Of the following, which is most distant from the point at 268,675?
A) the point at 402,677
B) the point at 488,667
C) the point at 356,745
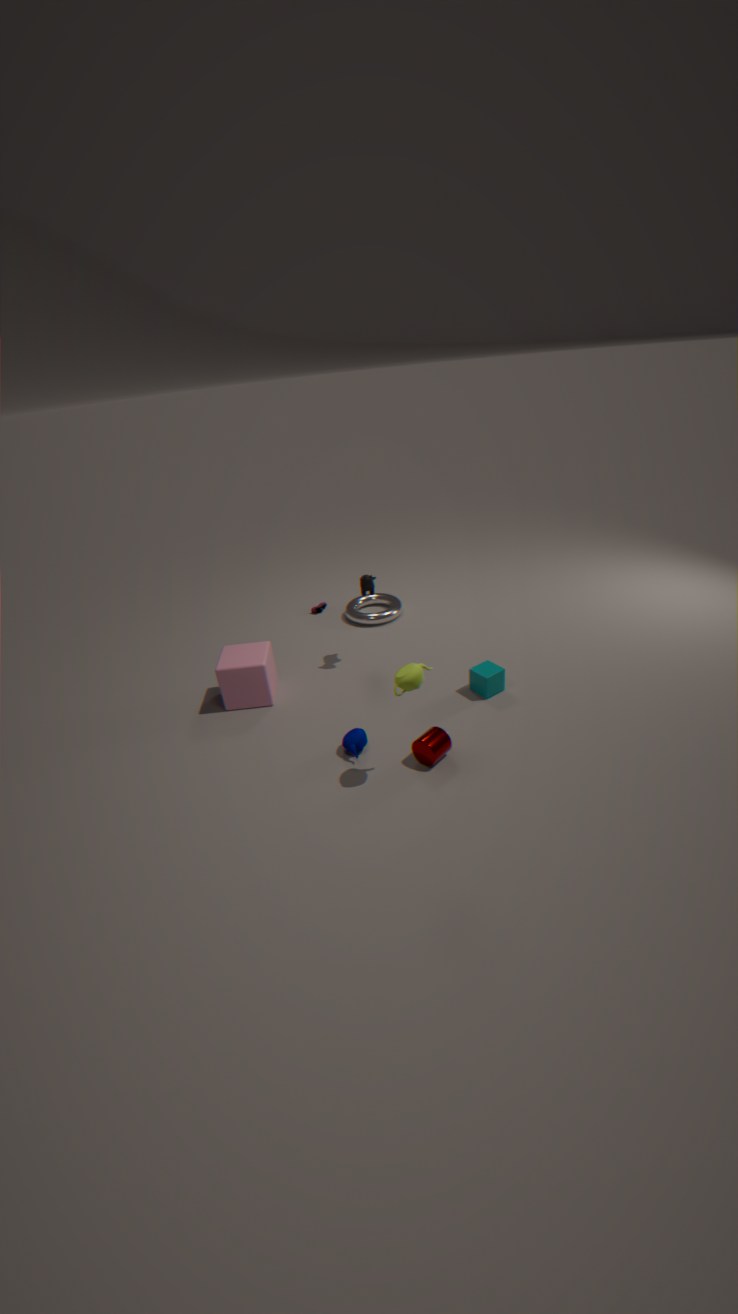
the point at 488,667
